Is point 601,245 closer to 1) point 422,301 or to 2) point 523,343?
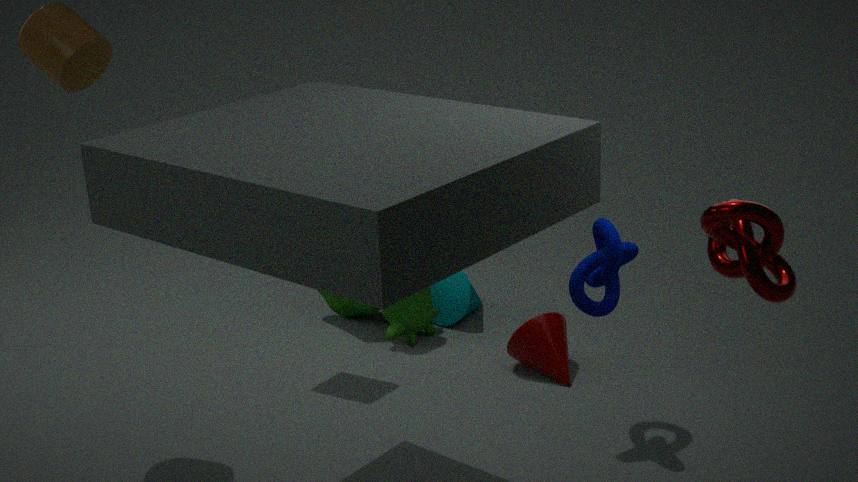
2) point 523,343
